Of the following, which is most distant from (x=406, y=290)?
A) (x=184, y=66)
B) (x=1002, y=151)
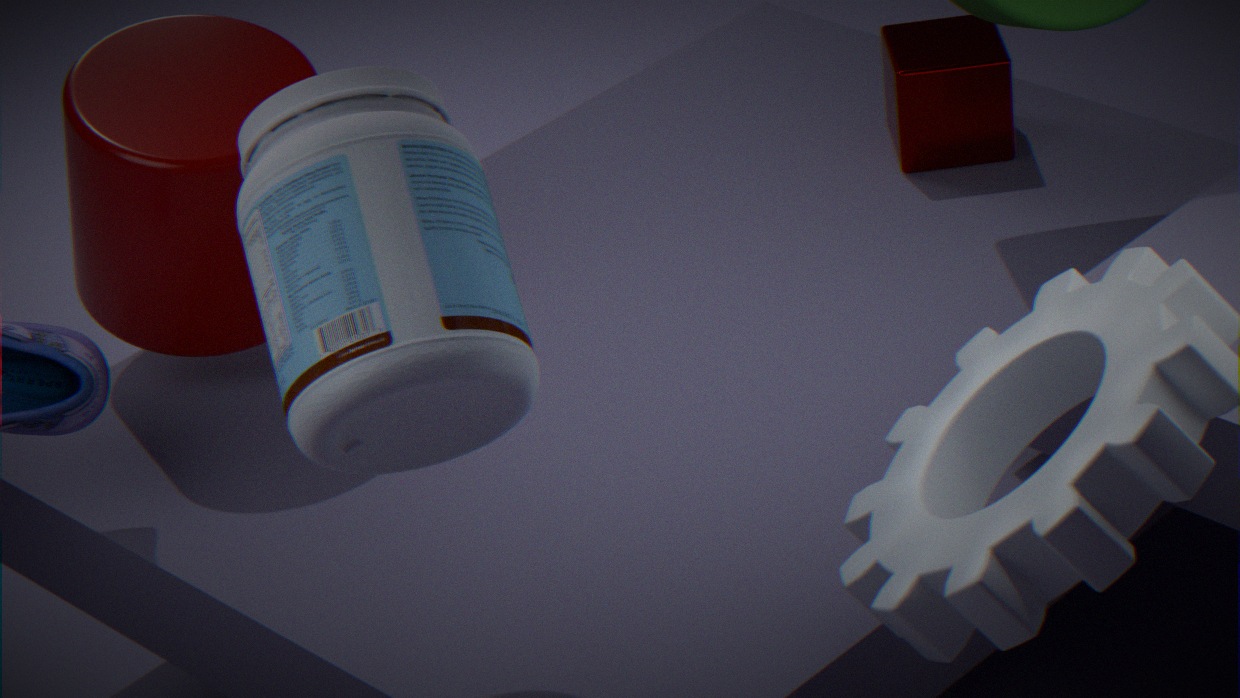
(x=1002, y=151)
